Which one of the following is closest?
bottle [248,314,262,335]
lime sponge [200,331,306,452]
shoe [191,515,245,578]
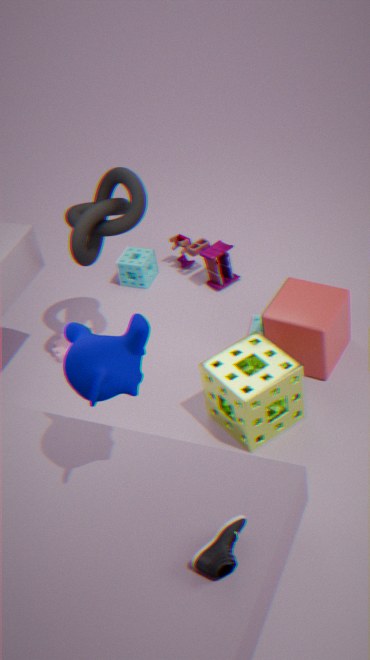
shoe [191,515,245,578]
